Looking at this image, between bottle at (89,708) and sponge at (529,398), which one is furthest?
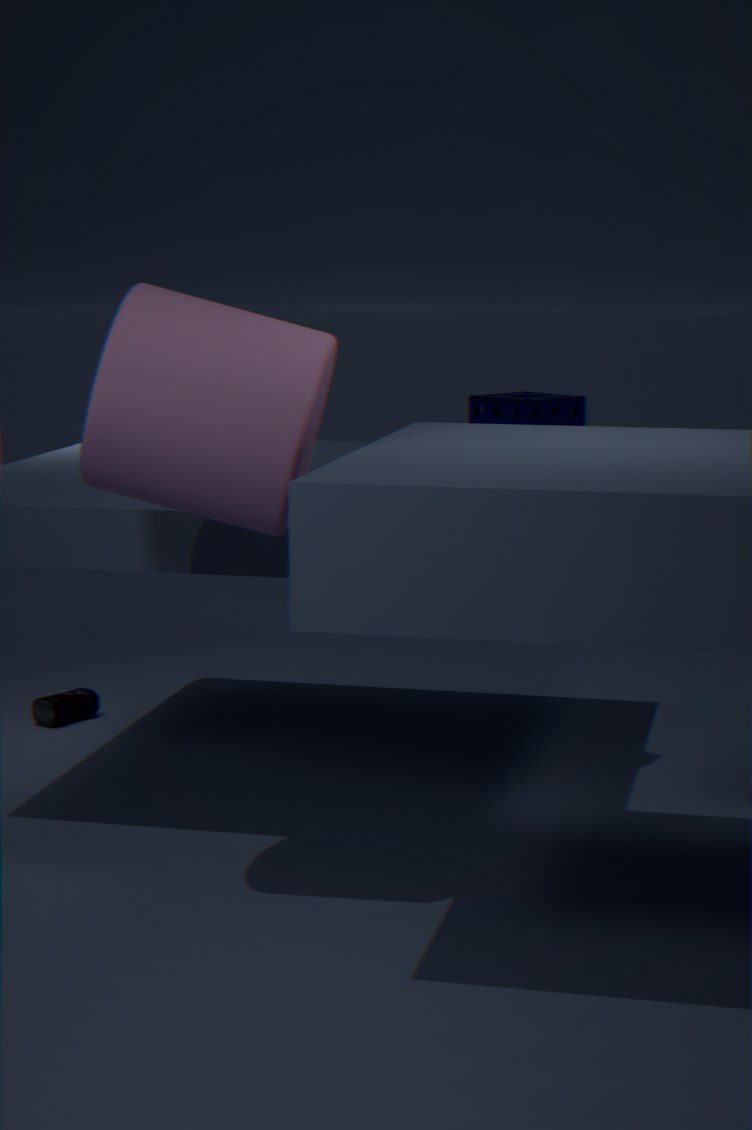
bottle at (89,708)
